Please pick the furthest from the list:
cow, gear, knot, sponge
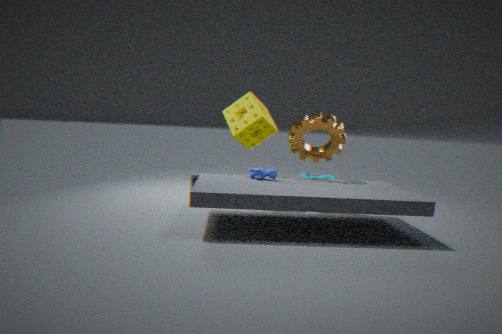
knot
